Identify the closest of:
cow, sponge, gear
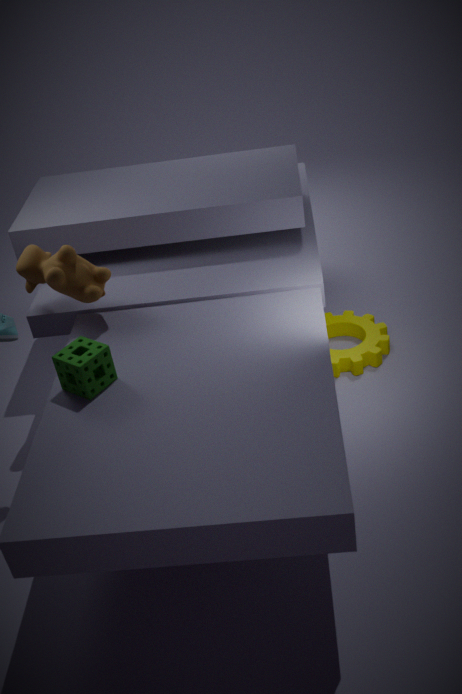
sponge
